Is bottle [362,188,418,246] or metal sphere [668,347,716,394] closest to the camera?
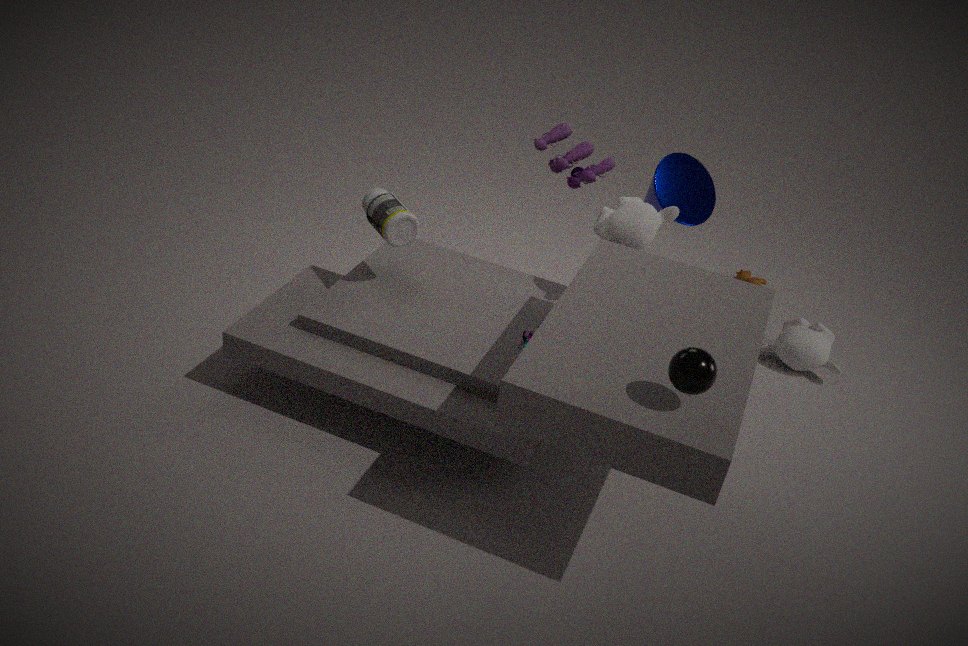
metal sphere [668,347,716,394]
